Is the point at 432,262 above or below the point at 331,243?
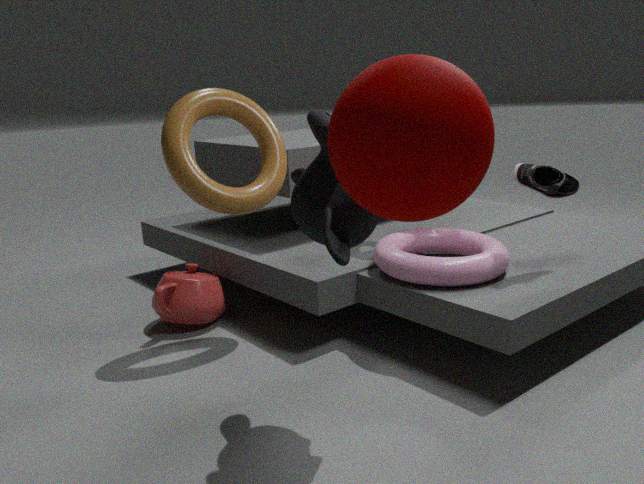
below
